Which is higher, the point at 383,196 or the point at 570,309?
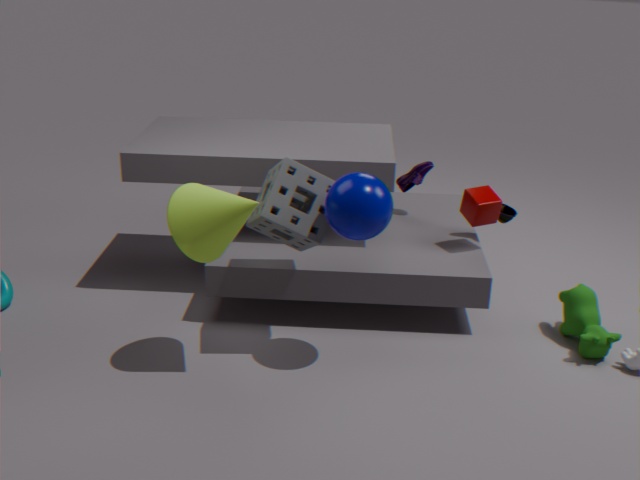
the point at 383,196
